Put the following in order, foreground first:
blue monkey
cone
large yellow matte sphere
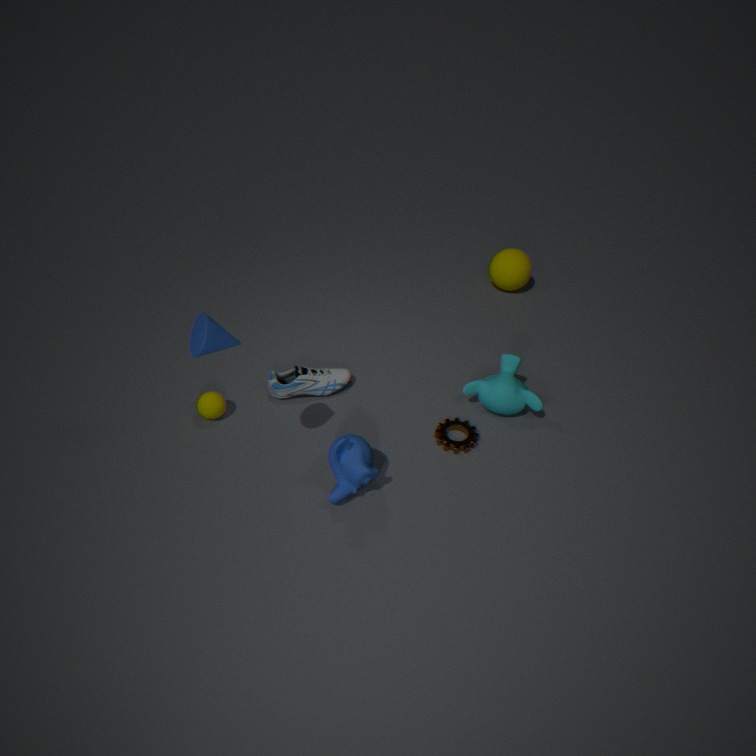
cone, blue monkey, large yellow matte sphere
